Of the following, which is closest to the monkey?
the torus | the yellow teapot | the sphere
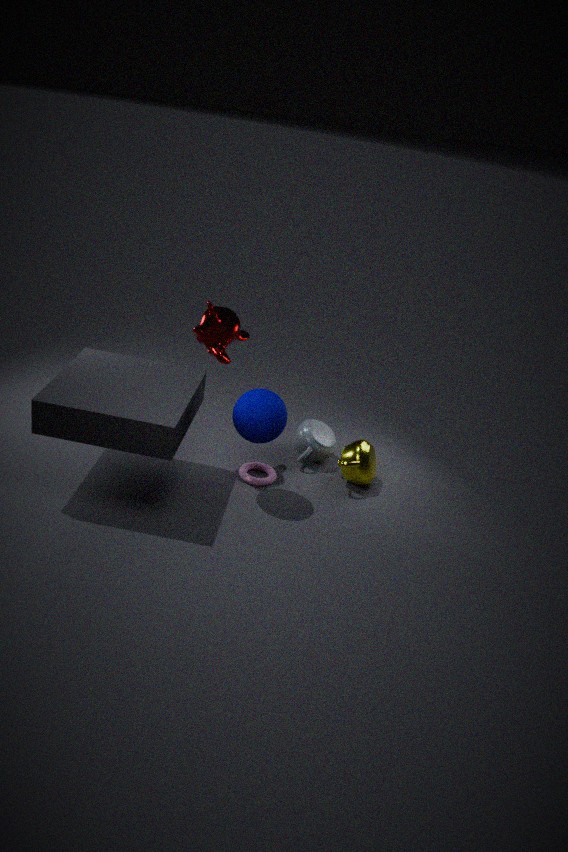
the sphere
